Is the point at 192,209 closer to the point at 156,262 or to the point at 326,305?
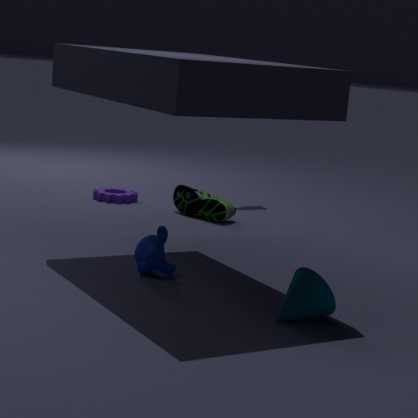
the point at 156,262
